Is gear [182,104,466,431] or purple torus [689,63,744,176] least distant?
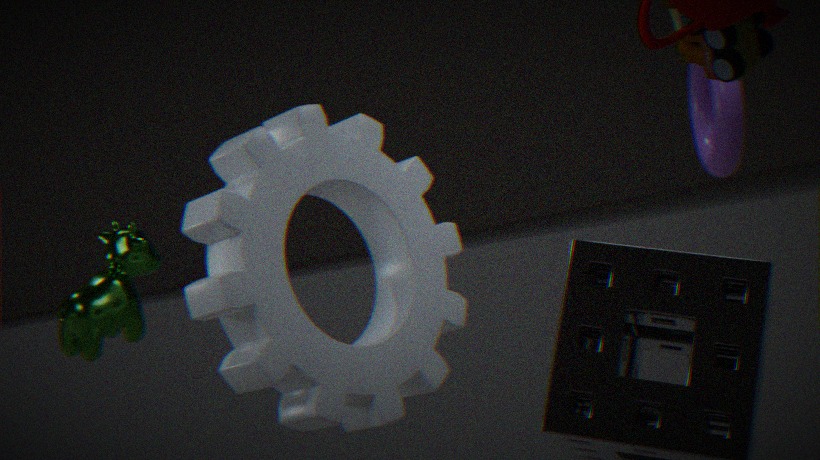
gear [182,104,466,431]
